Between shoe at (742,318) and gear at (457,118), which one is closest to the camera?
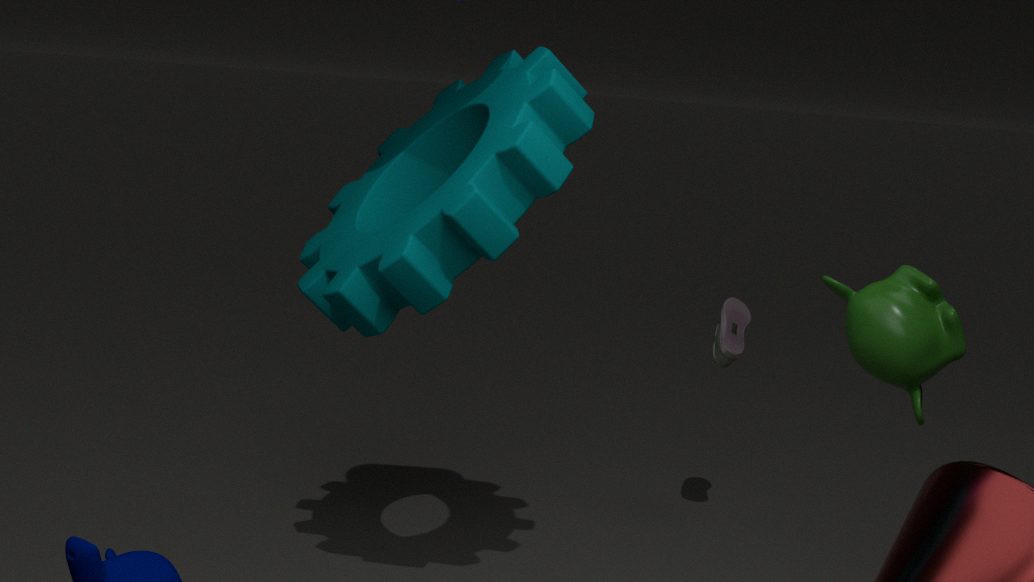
gear at (457,118)
